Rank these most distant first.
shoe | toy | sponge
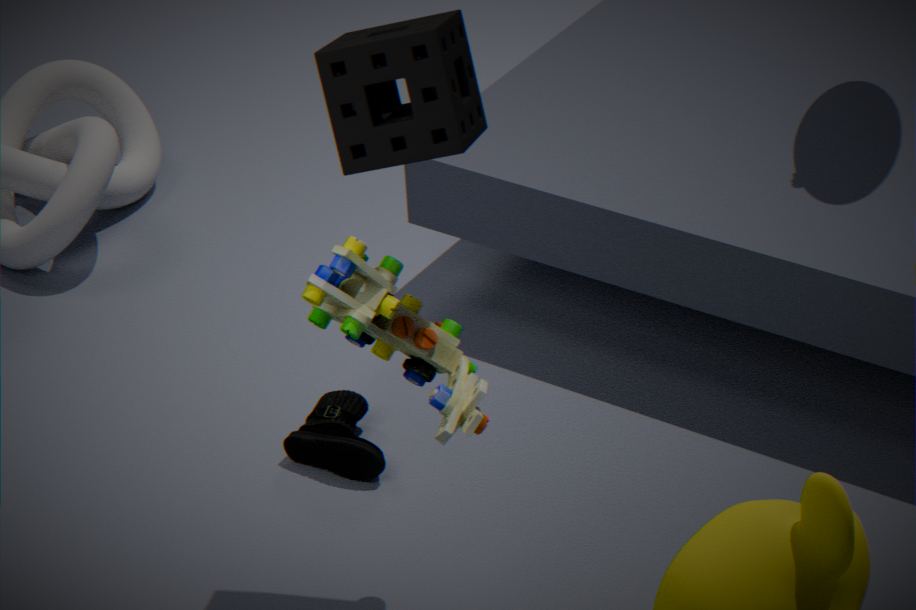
shoe < toy < sponge
